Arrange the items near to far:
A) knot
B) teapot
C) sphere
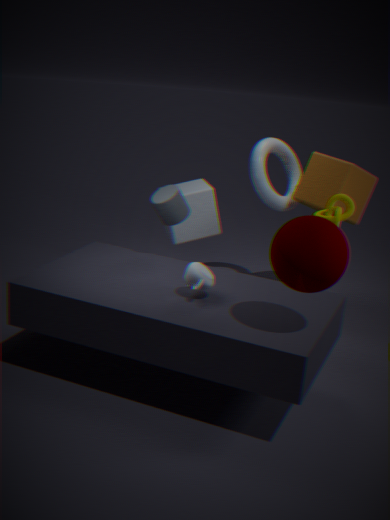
sphere, teapot, knot
